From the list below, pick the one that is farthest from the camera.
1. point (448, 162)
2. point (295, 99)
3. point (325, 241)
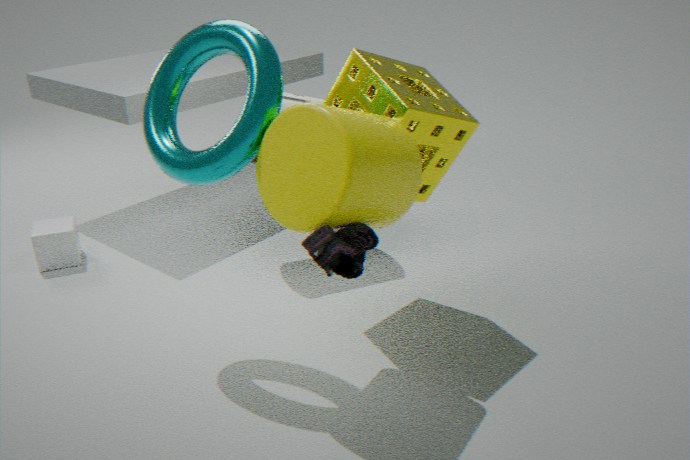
point (295, 99)
